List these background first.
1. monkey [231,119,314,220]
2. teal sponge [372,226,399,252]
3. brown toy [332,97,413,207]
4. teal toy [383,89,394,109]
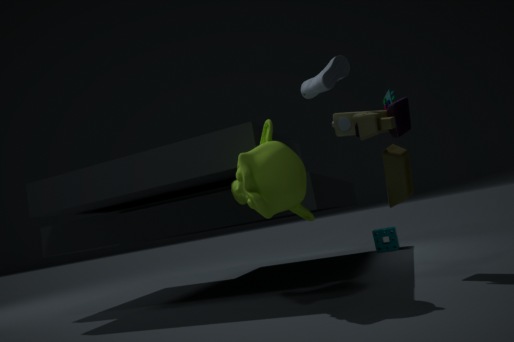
teal sponge [372,226,399,252] < teal toy [383,89,394,109] < monkey [231,119,314,220] < brown toy [332,97,413,207]
